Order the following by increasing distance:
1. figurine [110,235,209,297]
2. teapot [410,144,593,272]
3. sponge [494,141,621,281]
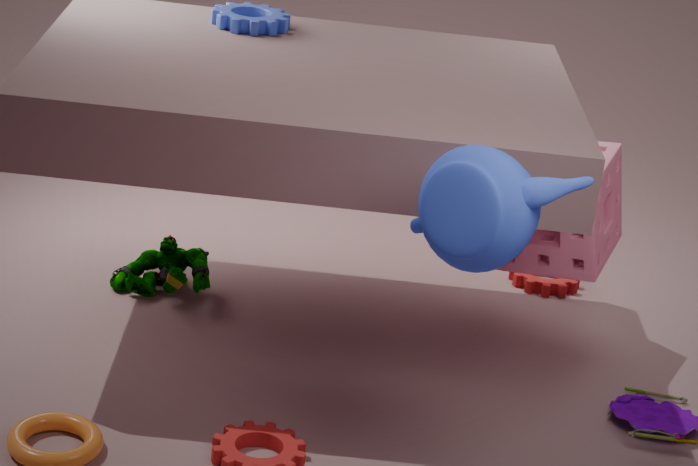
teapot [410,144,593,272] < sponge [494,141,621,281] < figurine [110,235,209,297]
